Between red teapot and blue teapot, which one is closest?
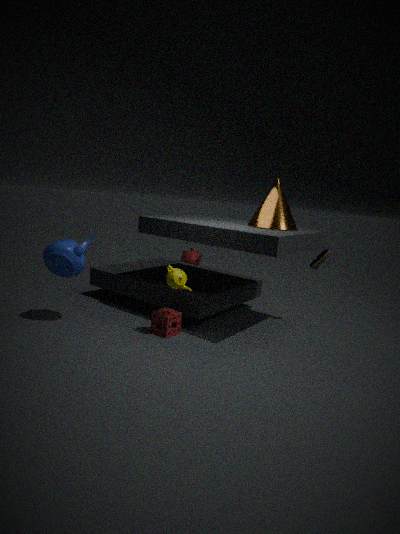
blue teapot
